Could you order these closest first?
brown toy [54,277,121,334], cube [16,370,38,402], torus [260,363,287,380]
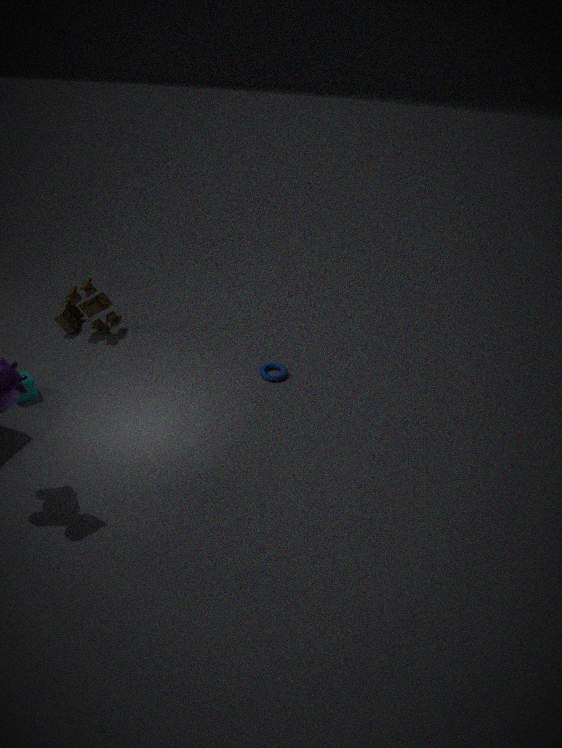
cube [16,370,38,402] < torus [260,363,287,380] < brown toy [54,277,121,334]
